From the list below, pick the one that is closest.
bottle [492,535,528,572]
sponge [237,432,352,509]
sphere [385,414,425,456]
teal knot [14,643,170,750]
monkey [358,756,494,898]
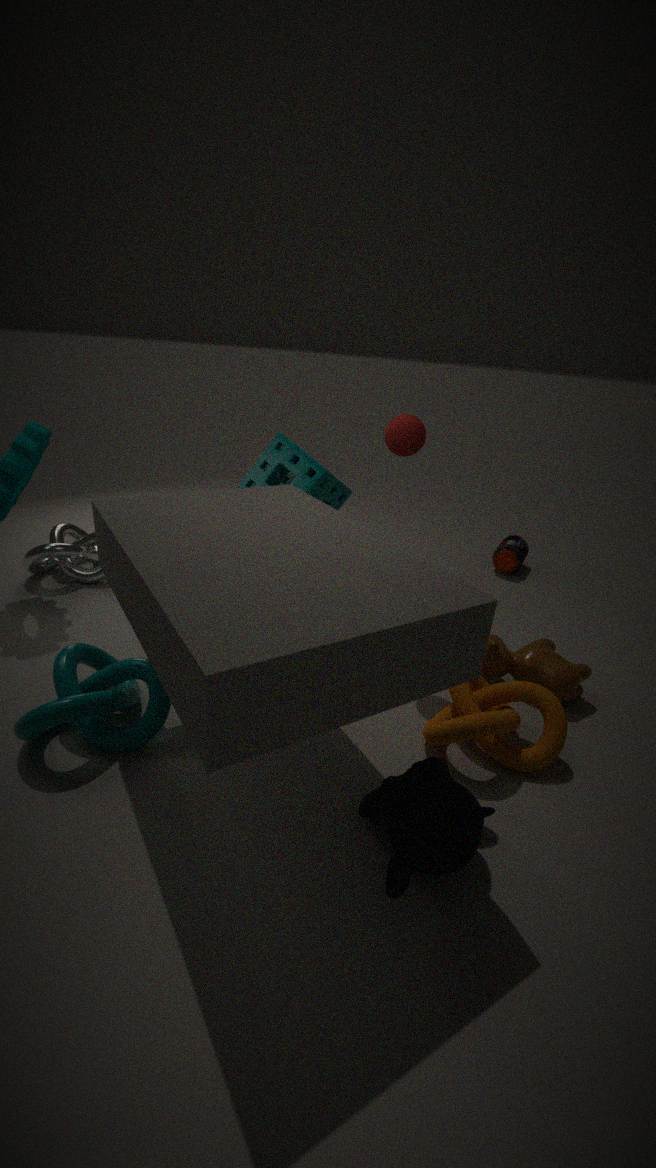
monkey [358,756,494,898]
